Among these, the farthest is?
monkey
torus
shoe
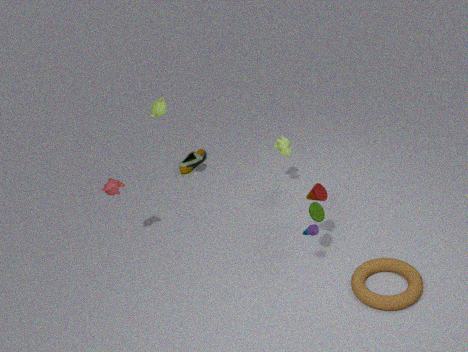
shoe
